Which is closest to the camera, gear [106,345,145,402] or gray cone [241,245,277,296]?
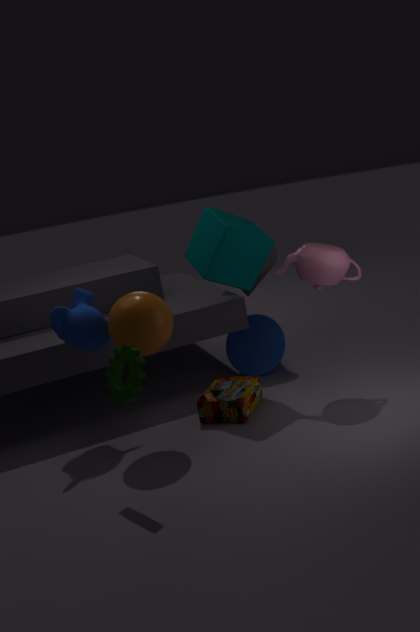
gear [106,345,145,402]
